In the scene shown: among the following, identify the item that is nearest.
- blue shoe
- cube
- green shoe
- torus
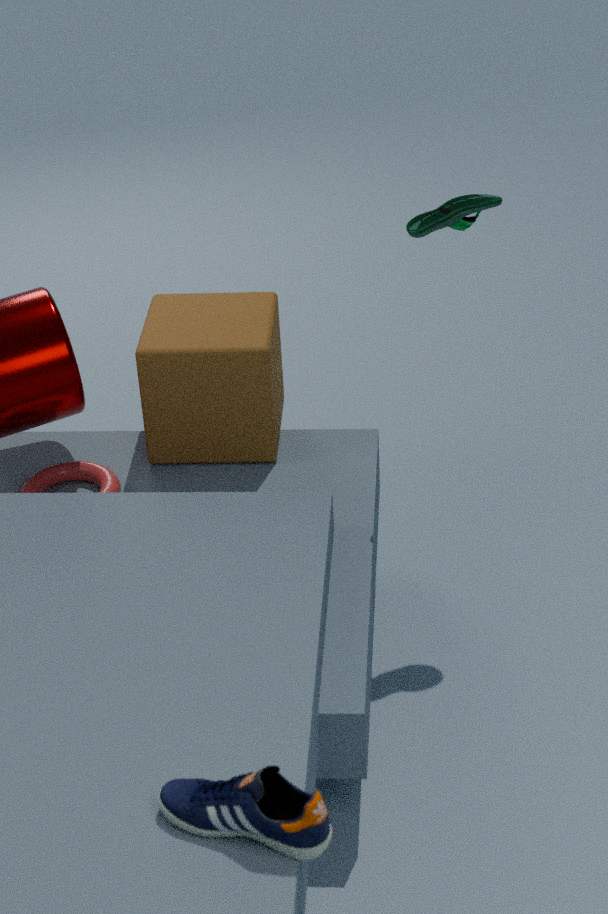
blue shoe
